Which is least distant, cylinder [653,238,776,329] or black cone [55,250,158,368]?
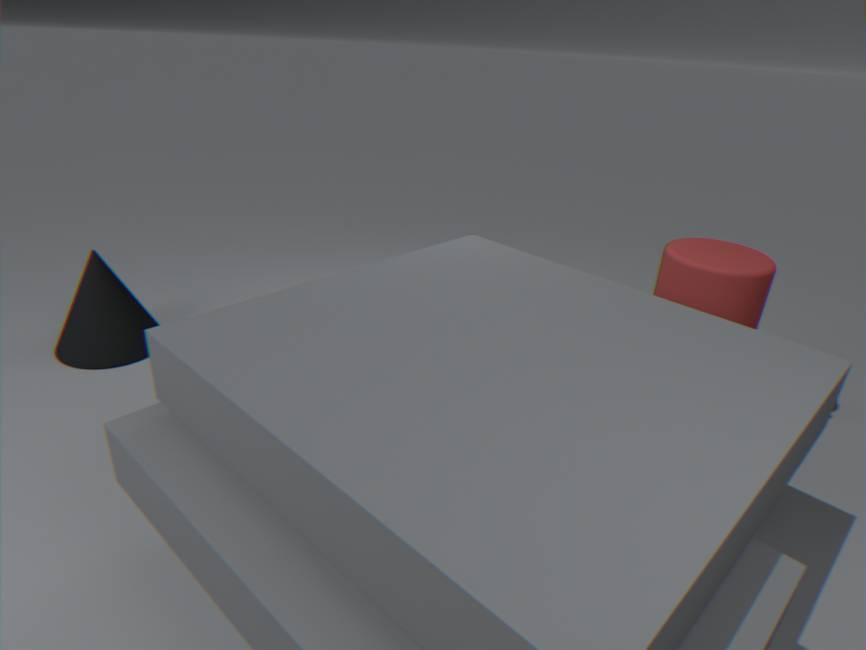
cylinder [653,238,776,329]
